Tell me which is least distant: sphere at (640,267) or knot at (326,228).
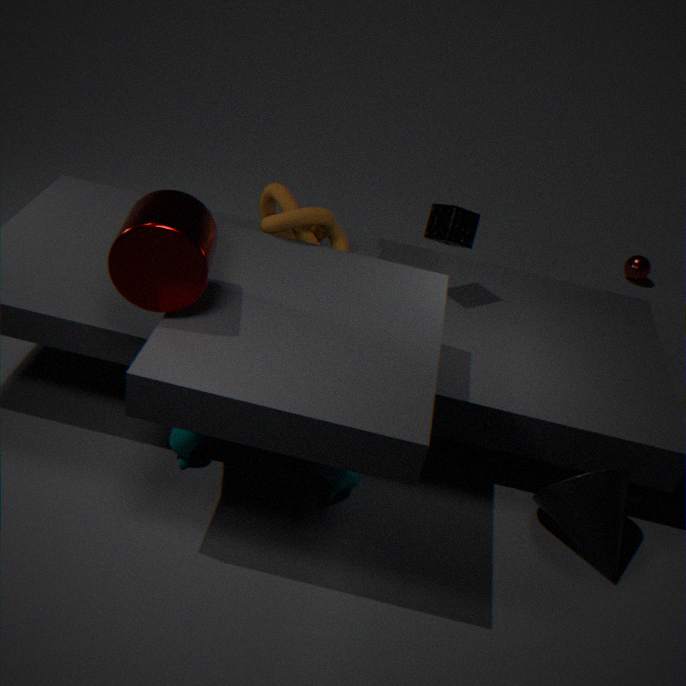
knot at (326,228)
